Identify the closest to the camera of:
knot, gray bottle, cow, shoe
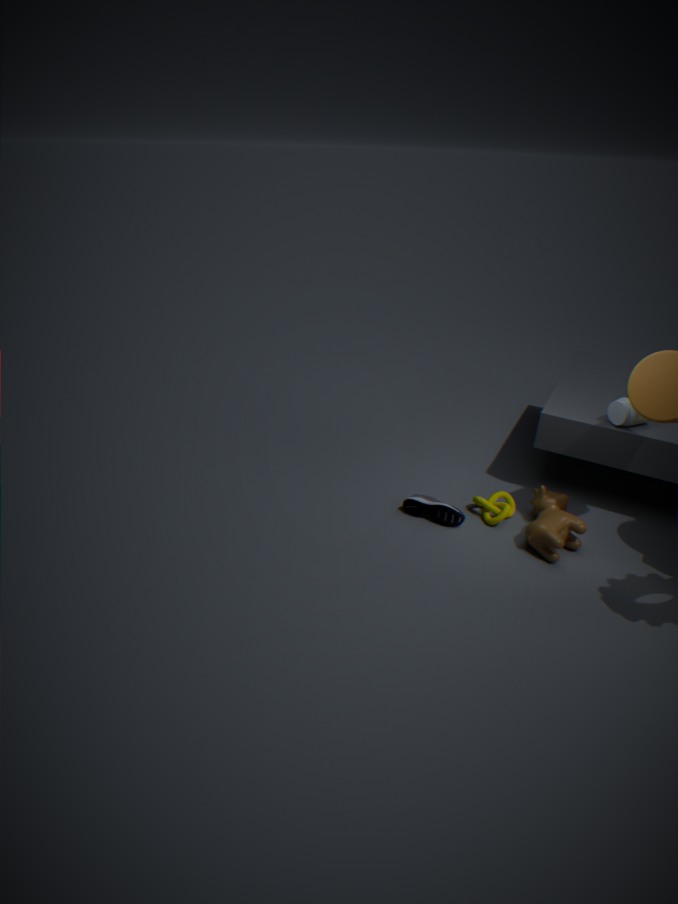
cow
